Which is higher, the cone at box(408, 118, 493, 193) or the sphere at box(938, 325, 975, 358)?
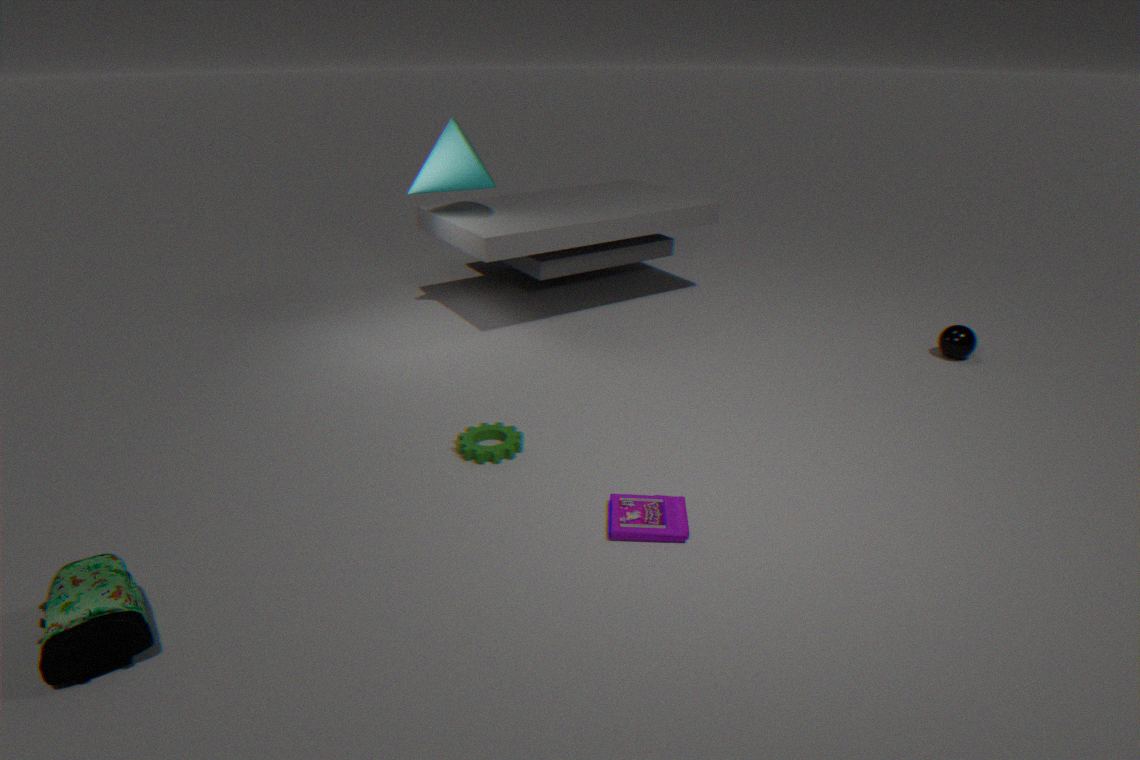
the cone at box(408, 118, 493, 193)
